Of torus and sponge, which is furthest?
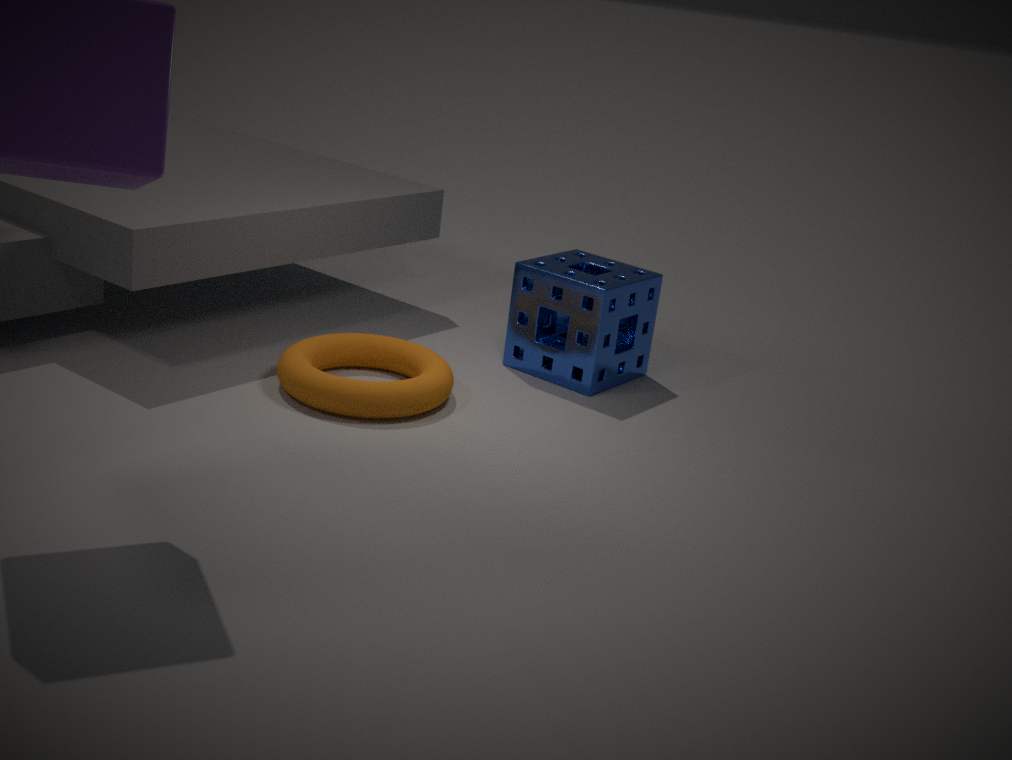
sponge
